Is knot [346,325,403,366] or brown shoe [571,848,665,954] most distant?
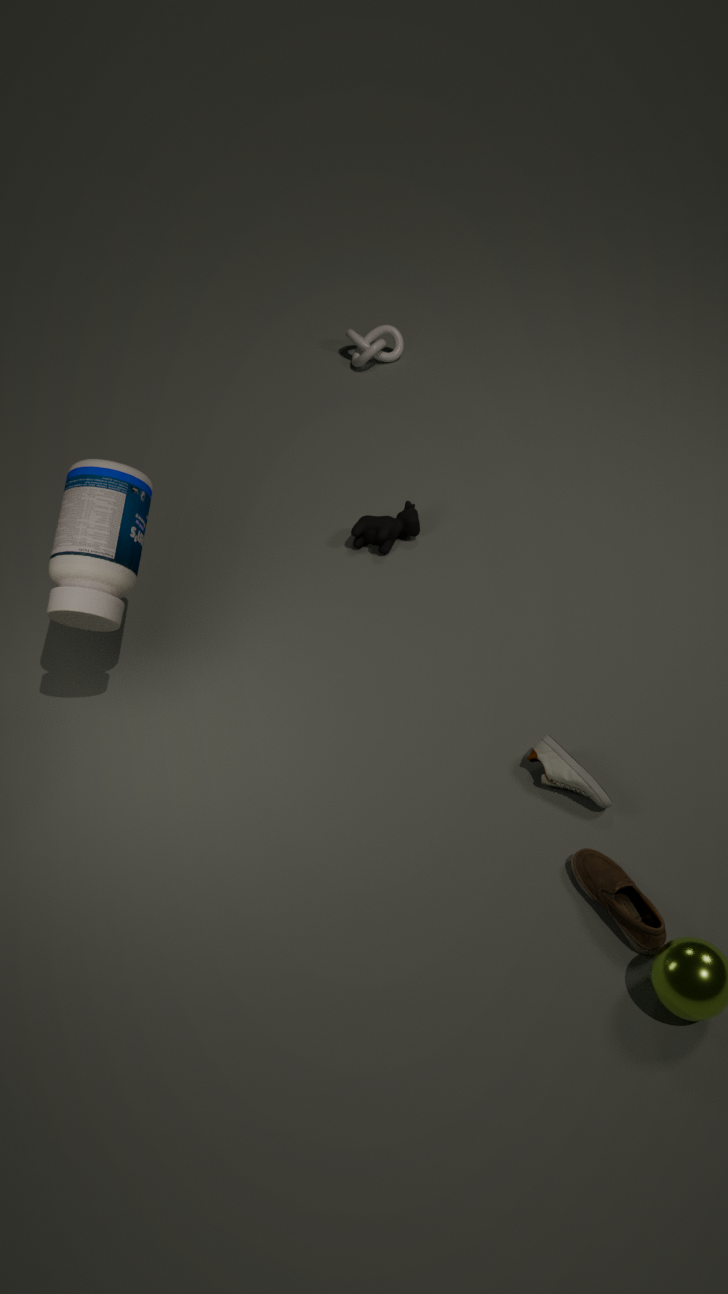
knot [346,325,403,366]
